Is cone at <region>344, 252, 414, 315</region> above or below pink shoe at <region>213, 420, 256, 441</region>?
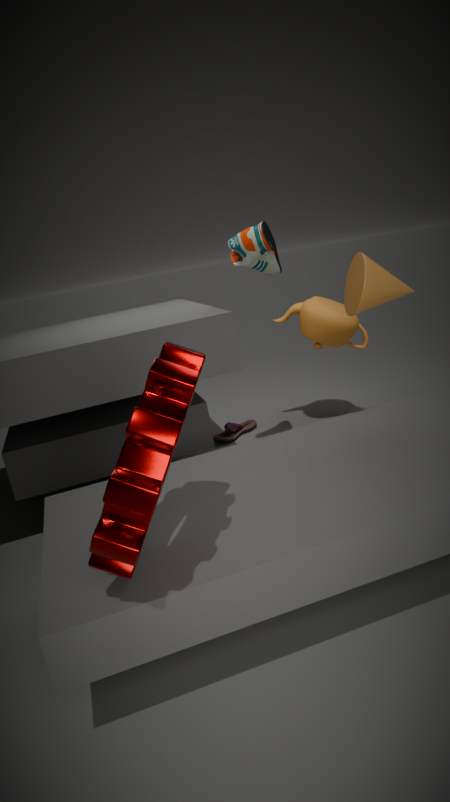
above
